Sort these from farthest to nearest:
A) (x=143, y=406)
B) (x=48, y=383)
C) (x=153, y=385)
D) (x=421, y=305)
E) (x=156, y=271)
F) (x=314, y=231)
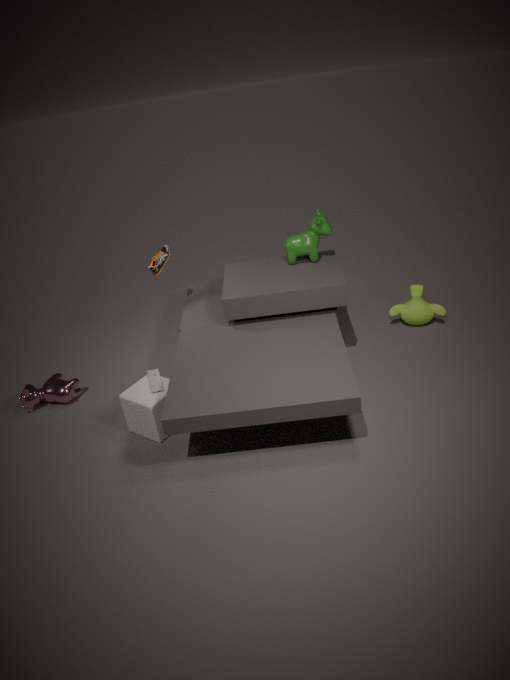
D. (x=421, y=305) → E. (x=156, y=271) → B. (x=48, y=383) → F. (x=314, y=231) → C. (x=153, y=385) → A. (x=143, y=406)
